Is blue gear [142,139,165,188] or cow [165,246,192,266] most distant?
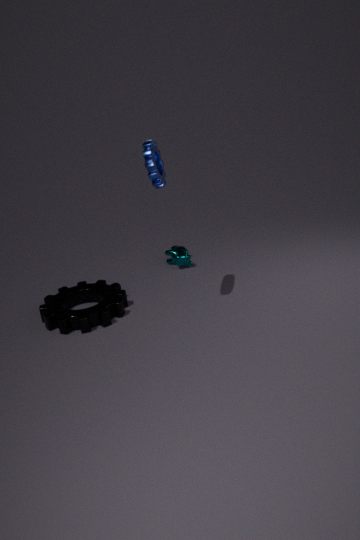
cow [165,246,192,266]
